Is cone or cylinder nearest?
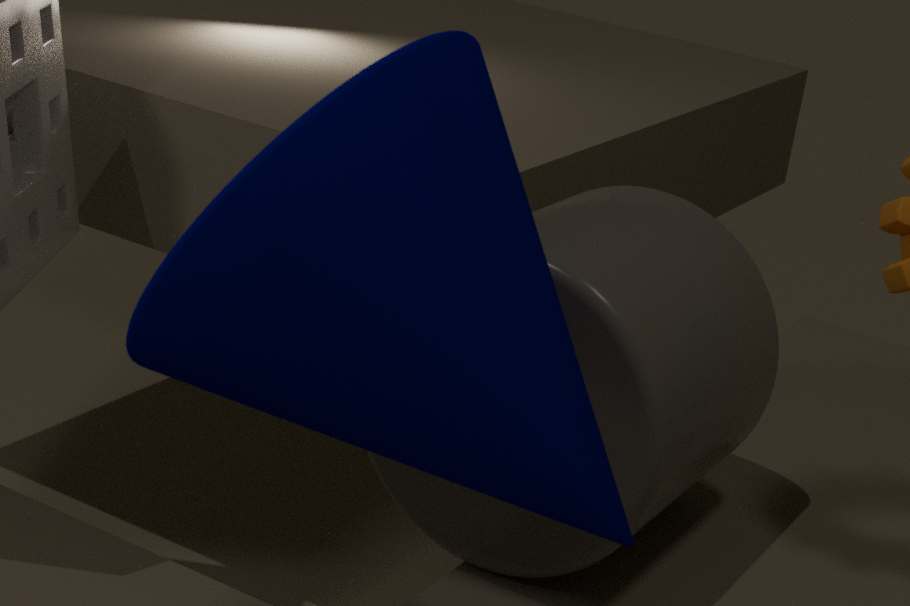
cone
